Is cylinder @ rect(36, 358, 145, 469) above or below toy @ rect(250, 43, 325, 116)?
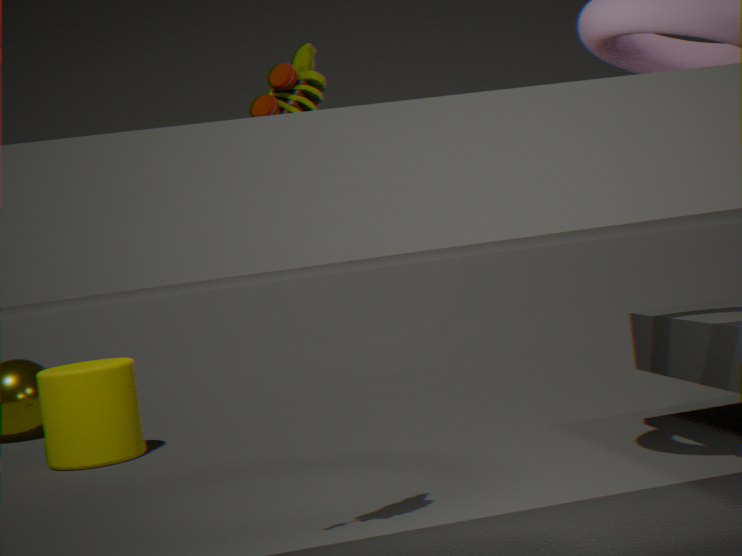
below
